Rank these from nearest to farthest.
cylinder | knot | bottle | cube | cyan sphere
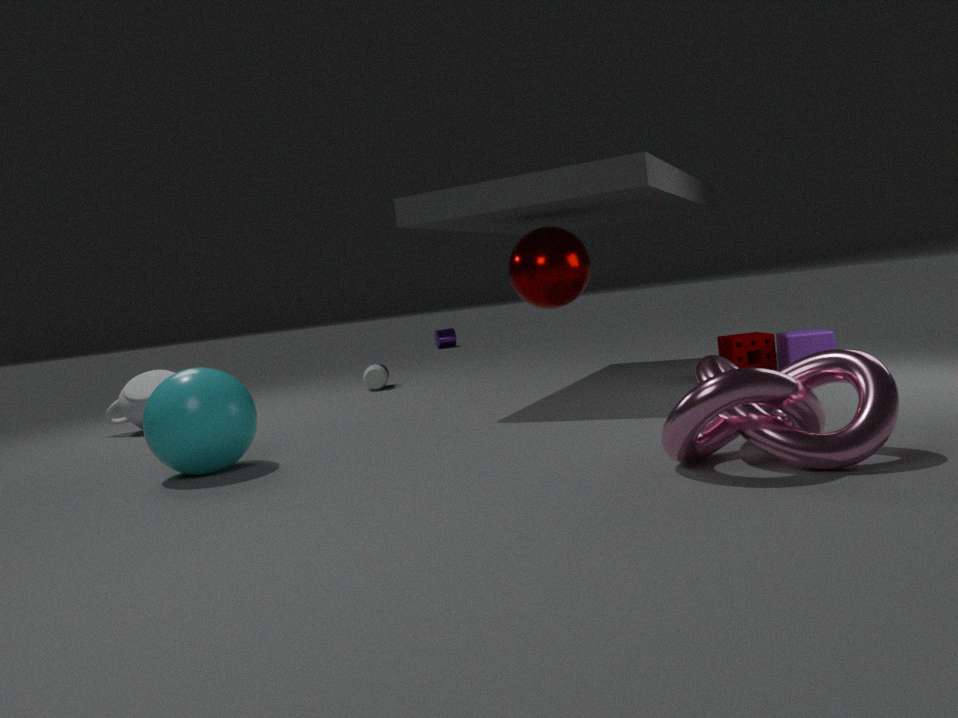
1. knot
2. cyan sphere
3. cube
4. bottle
5. cylinder
